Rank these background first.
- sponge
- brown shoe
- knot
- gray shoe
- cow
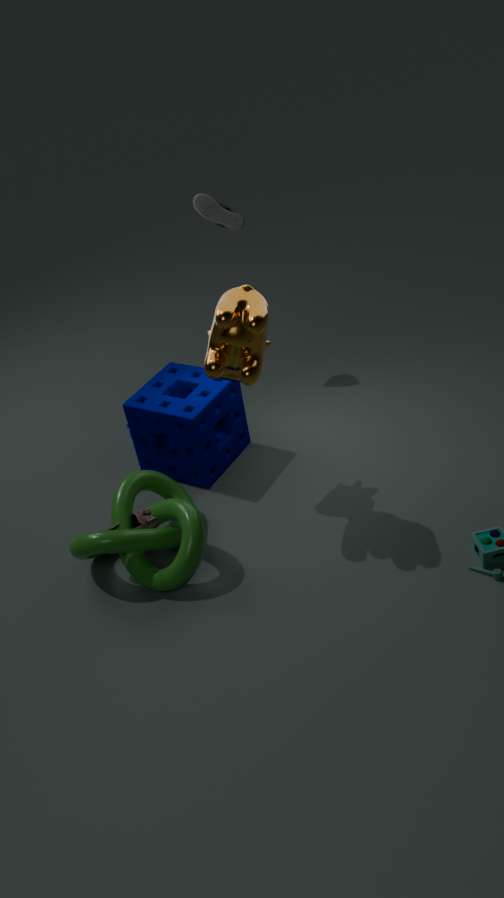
1. gray shoe
2. sponge
3. brown shoe
4. knot
5. cow
